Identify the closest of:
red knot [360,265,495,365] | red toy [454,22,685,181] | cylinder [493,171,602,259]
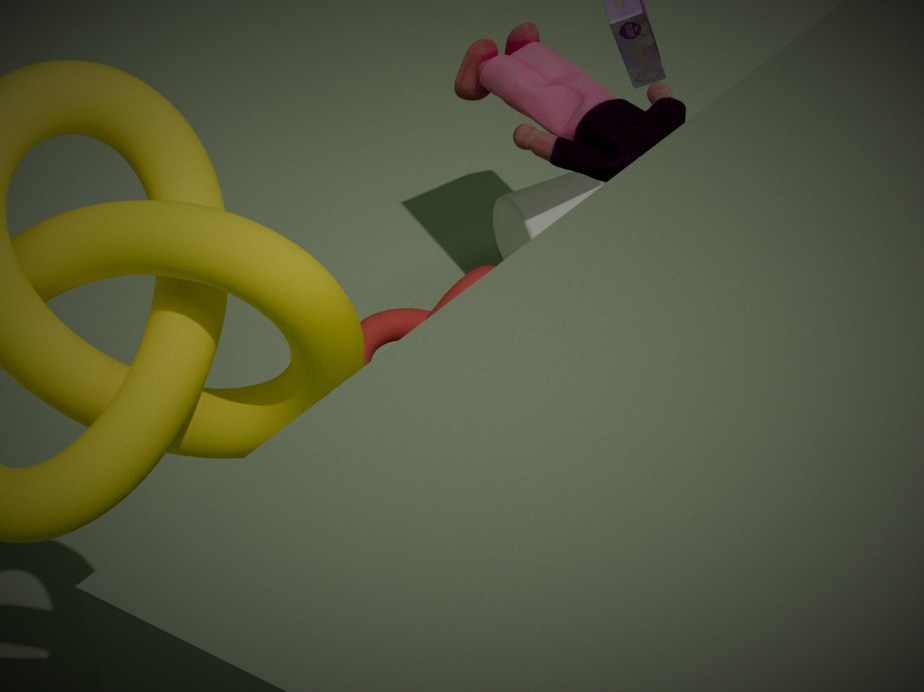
red knot [360,265,495,365]
